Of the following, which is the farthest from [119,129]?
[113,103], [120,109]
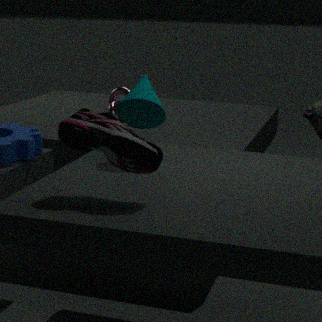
[113,103]
